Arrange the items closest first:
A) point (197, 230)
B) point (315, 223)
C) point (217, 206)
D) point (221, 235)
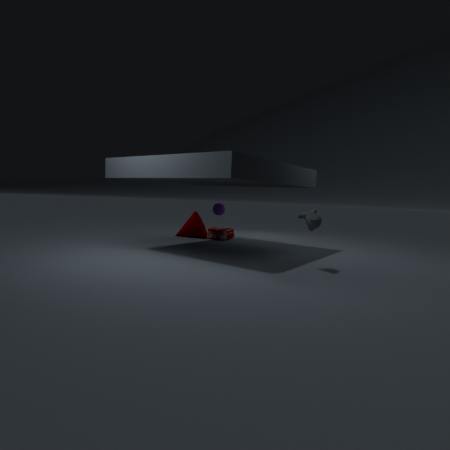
point (315, 223) < point (217, 206) < point (221, 235) < point (197, 230)
